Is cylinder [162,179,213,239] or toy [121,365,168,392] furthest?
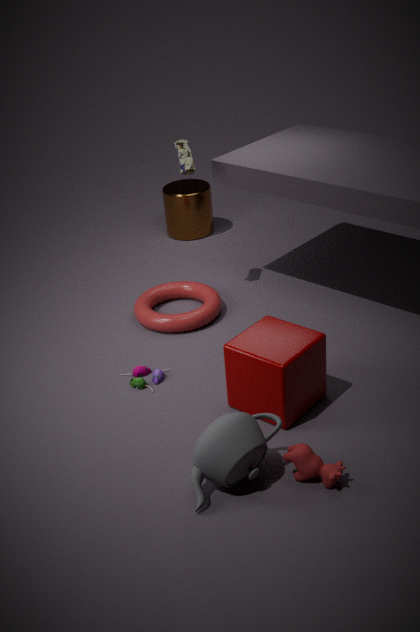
cylinder [162,179,213,239]
